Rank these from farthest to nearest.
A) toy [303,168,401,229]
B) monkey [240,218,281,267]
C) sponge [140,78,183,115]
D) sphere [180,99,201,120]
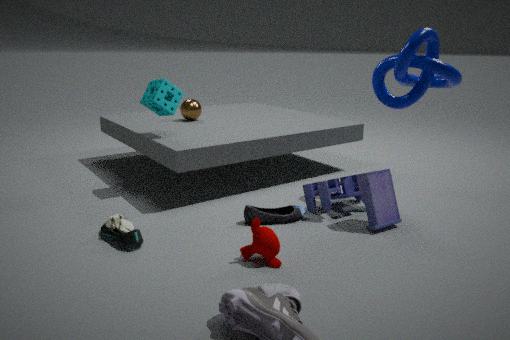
1. sphere [180,99,201,120]
2. sponge [140,78,183,115]
3. toy [303,168,401,229]
4. monkey [240,218,281,267]
